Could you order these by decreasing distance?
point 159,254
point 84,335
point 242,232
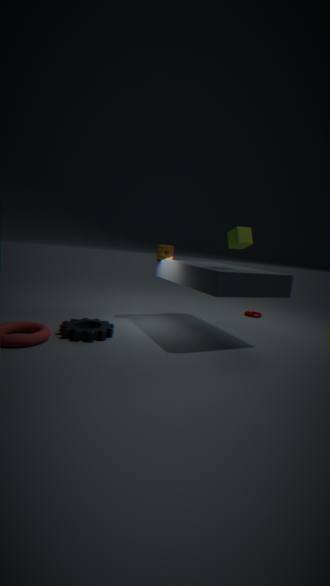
point 159,254, point 242,232, point 84,335
